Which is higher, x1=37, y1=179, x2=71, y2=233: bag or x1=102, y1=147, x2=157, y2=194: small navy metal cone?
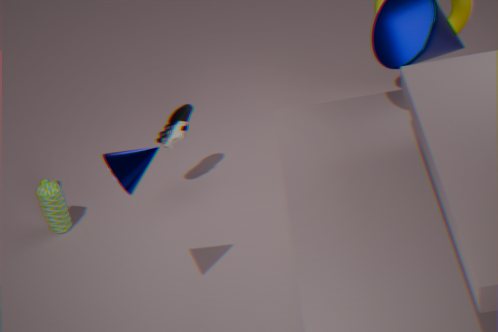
x1=102, y1=147, x2=157, y2=194: small navy metal cone
